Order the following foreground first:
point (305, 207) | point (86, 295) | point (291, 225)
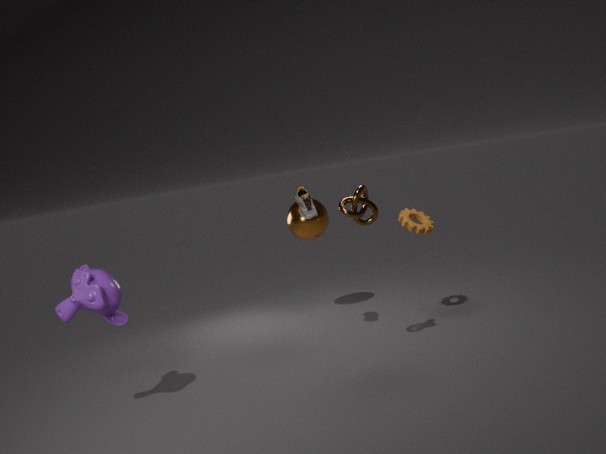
point (86, 295) → point (305, 207) → point (291, 225)
